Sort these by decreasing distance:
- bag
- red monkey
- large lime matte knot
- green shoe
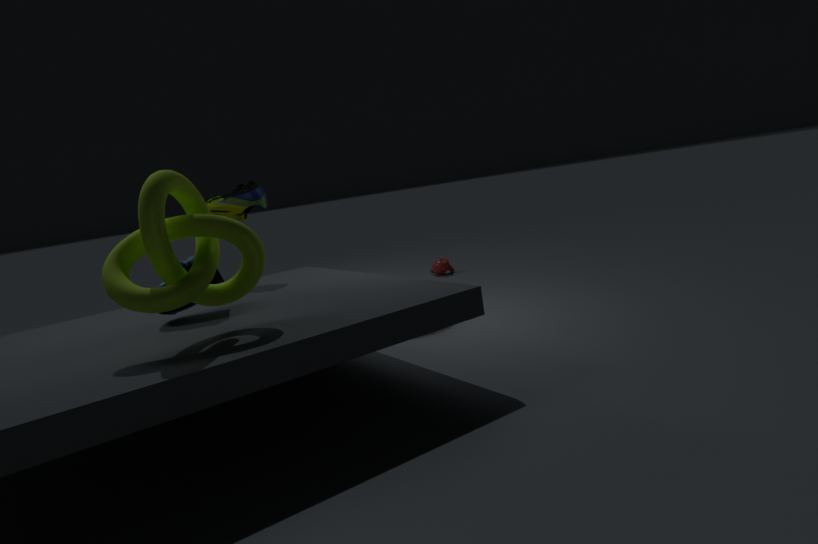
red monkey
green shoe
bag
large lime matte knot
